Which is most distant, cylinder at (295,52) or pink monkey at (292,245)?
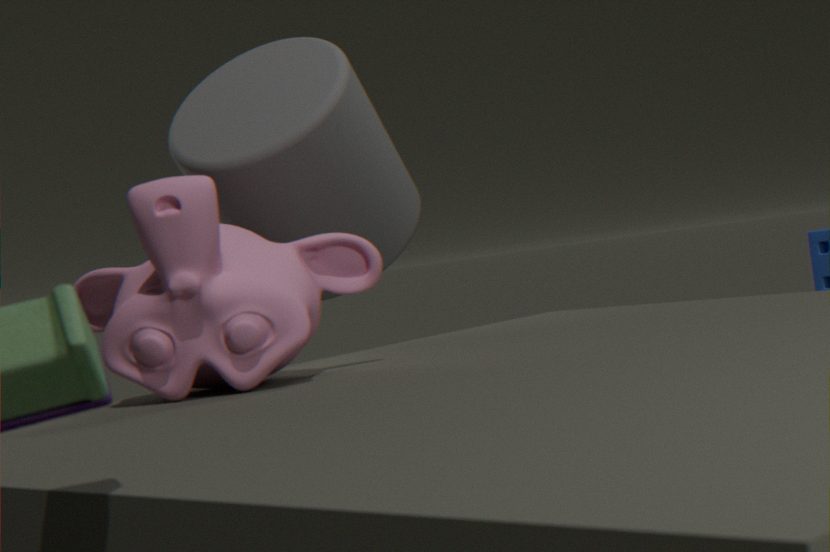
cylinder at (295,52)
